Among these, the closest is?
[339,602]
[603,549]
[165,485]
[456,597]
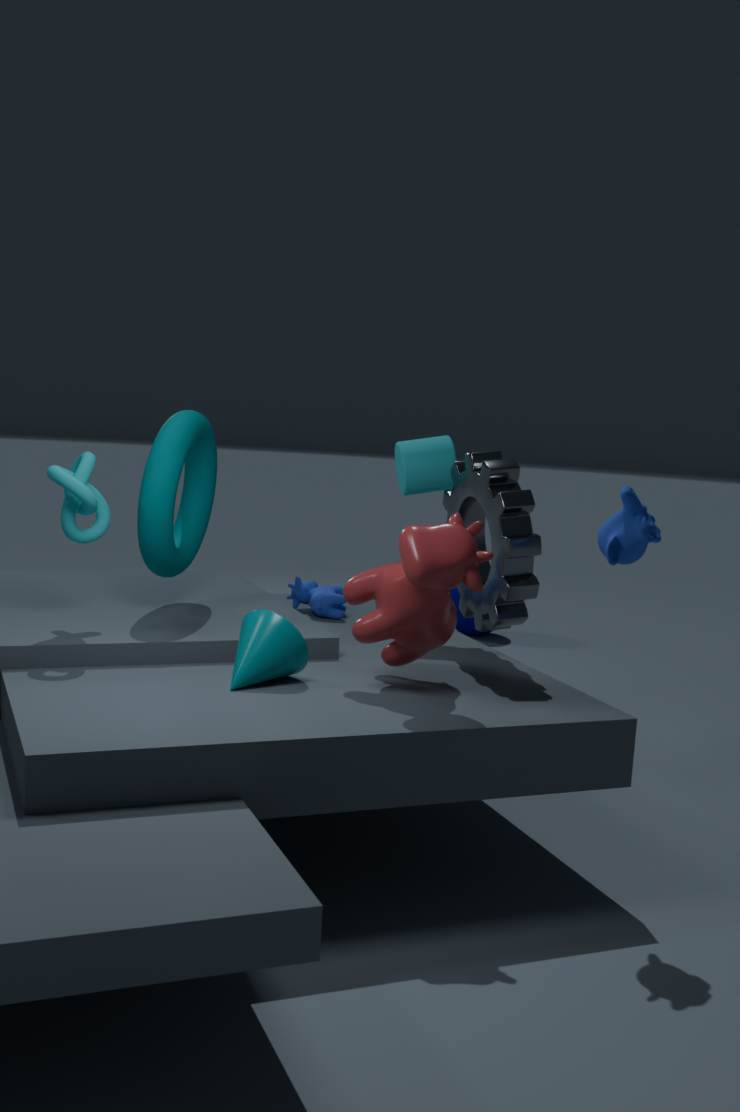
[603,549]
